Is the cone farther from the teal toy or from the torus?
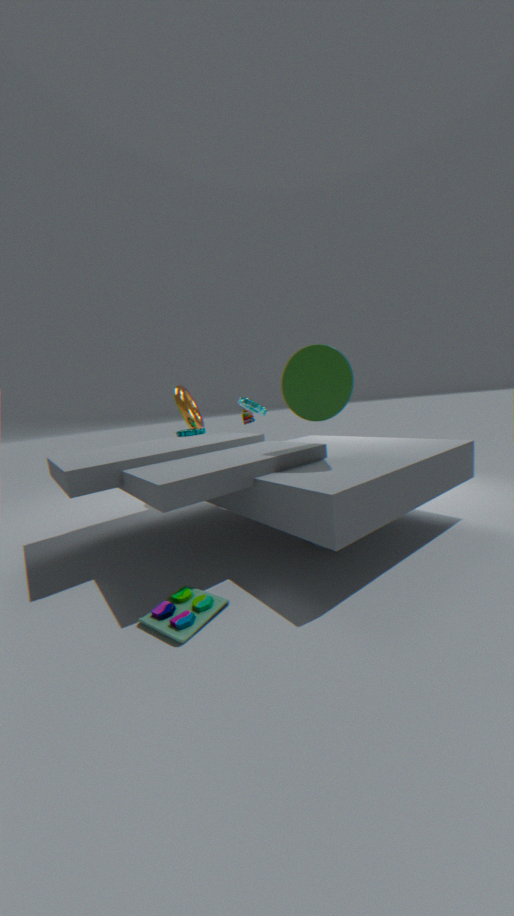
the torus
